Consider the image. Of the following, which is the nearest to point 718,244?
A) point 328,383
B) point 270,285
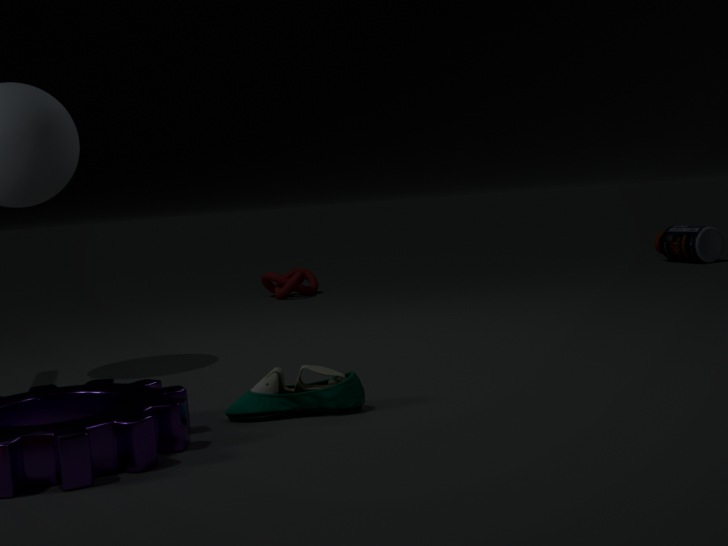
point 270,285
